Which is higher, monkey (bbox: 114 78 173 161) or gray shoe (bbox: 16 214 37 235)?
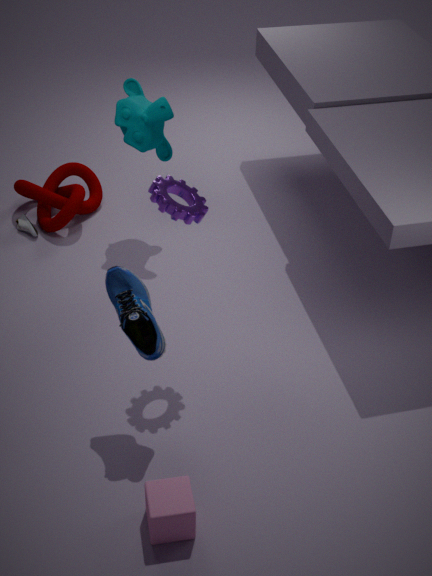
monkey (bbox: 114 78 173 161)
